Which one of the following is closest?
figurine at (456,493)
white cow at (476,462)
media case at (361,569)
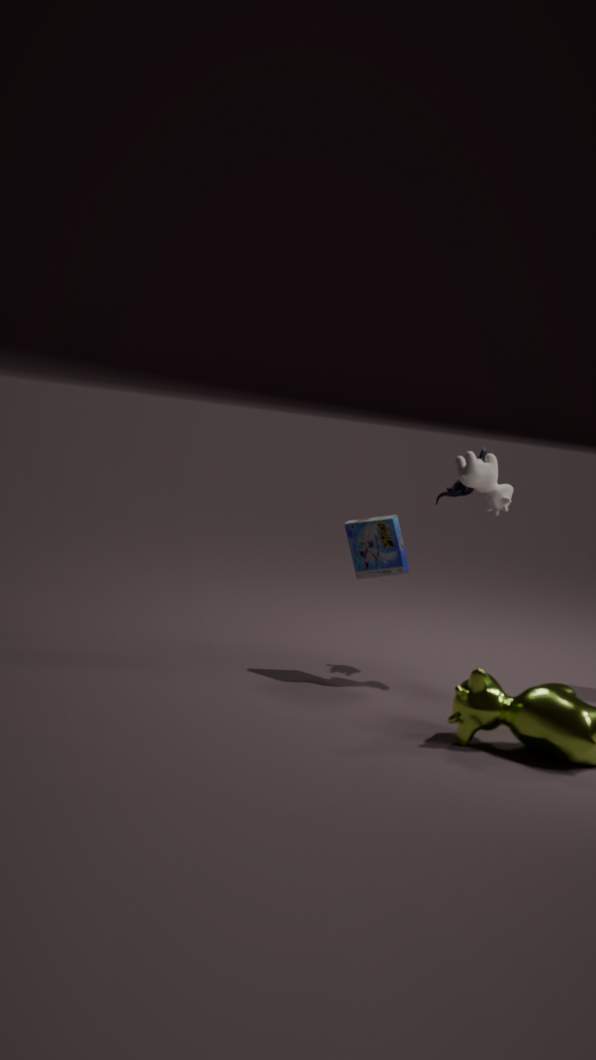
media case at (361,569)
